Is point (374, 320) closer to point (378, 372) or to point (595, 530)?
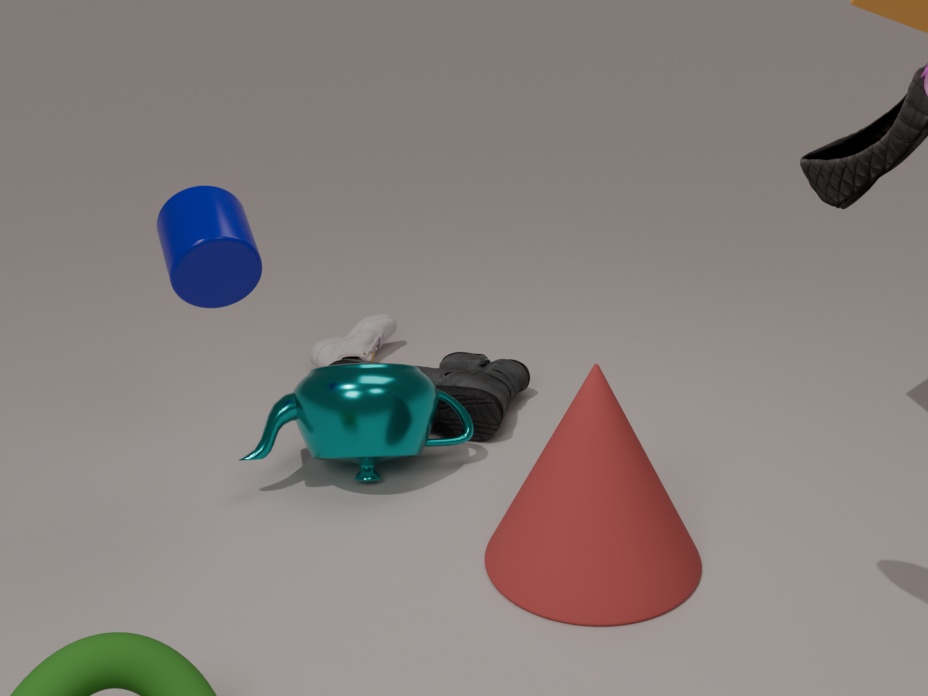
point (378, 372)
